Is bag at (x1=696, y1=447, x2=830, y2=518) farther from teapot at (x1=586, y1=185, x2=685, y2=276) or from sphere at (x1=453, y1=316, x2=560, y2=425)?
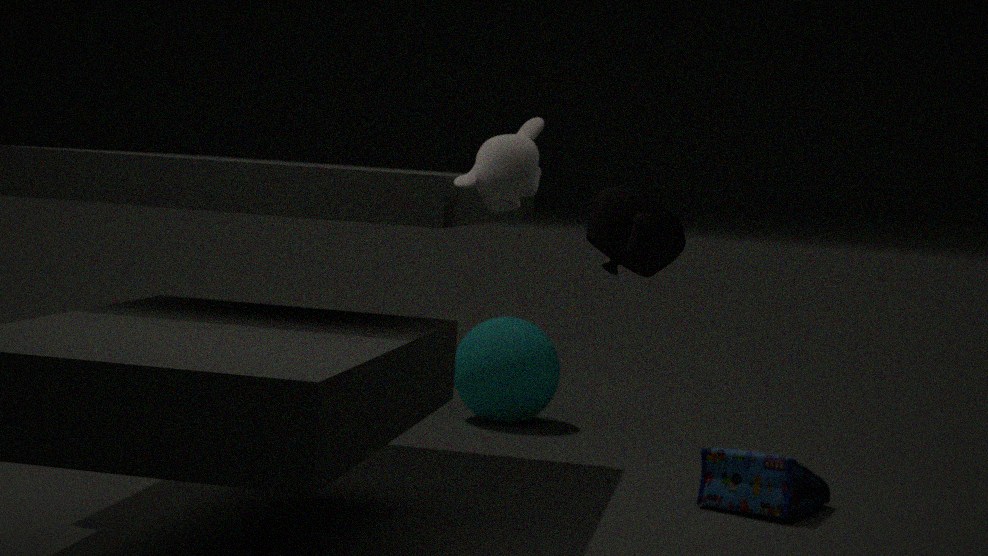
teapot at (x1=586, y1=185, x2=685, y2=276)
